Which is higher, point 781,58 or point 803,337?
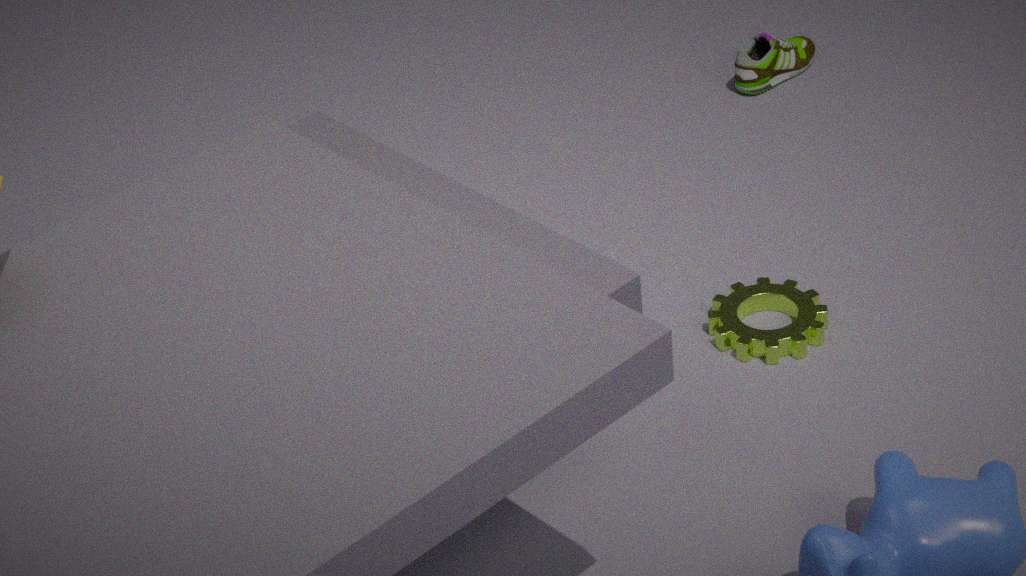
point 781,58
